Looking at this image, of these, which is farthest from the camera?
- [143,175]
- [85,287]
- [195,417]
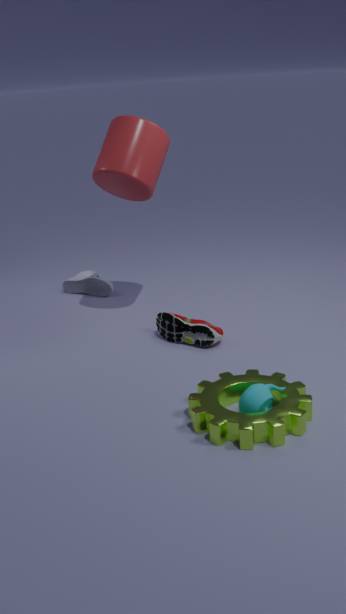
[85,287]
